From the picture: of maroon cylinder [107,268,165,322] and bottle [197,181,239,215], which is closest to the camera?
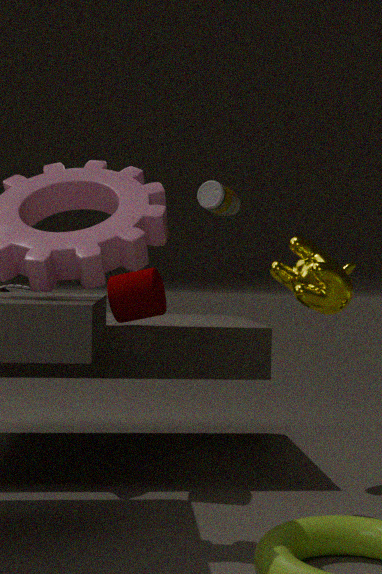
bottle [197,181,239,215]
